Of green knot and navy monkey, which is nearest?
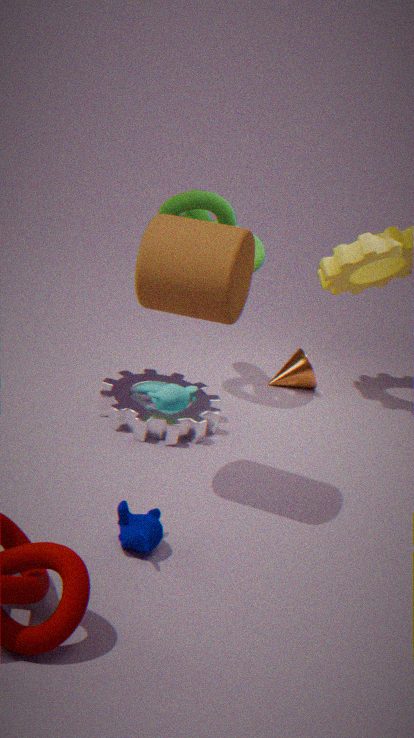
navy monkey
